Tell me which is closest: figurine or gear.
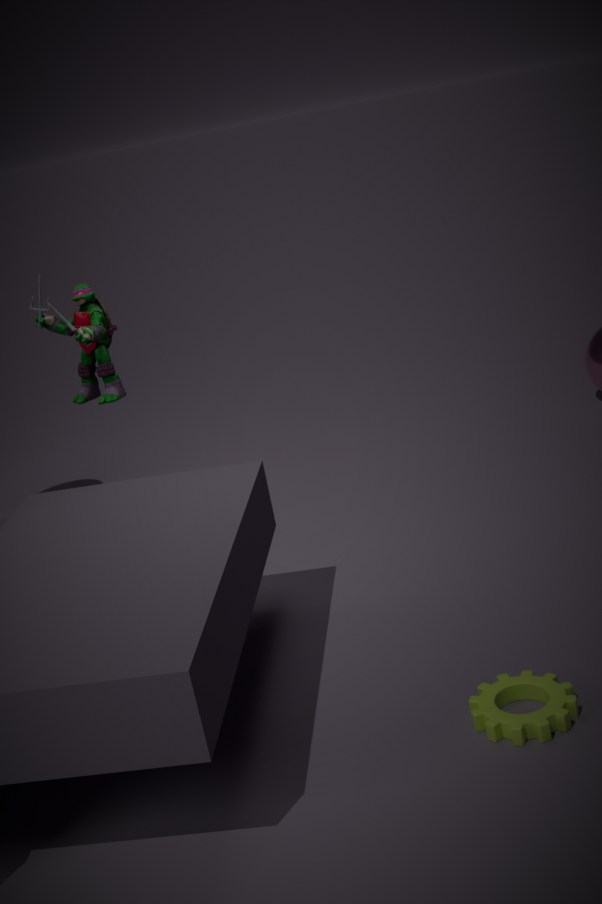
gear
